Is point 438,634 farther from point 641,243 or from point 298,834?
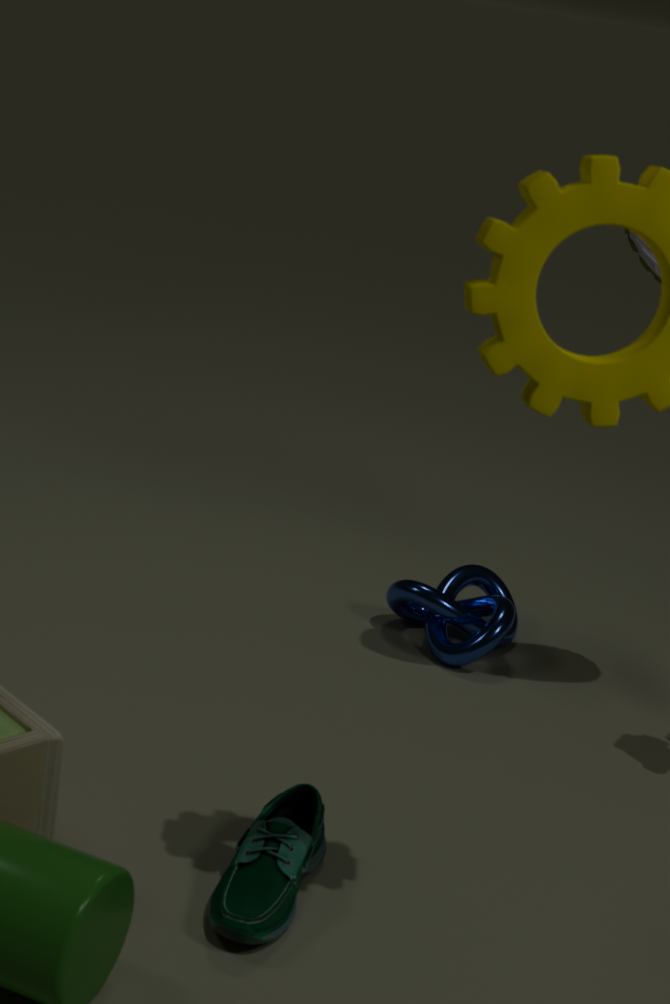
point 298,834
